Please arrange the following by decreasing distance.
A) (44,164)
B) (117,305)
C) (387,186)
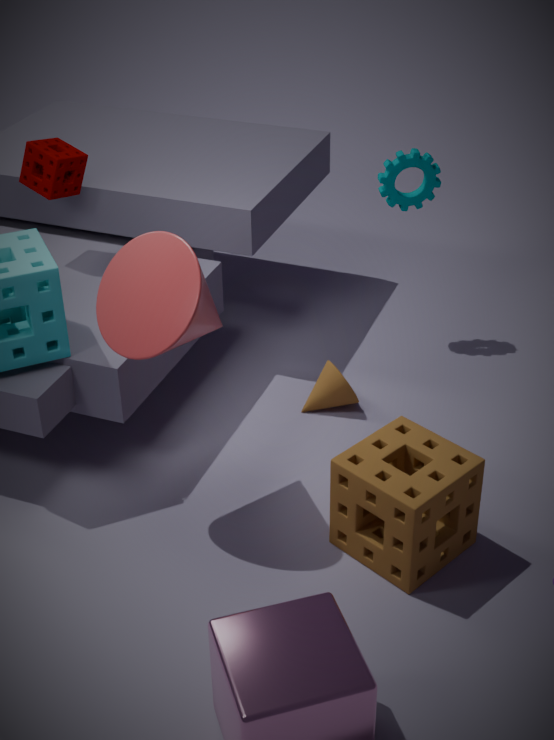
(387,186) → (44,164) → (117,305)
